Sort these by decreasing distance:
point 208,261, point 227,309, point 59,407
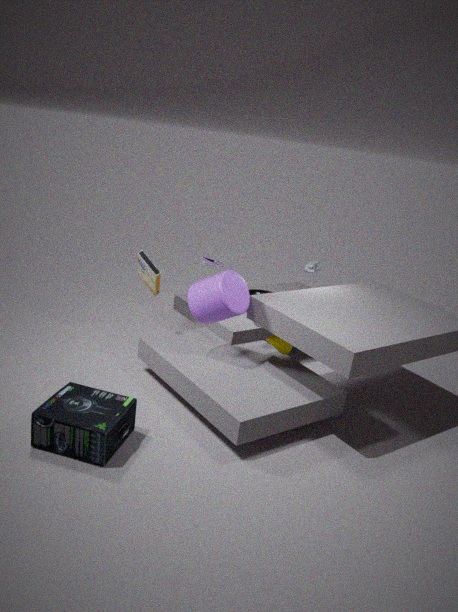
point 208,261
point 227,309
point 59,407
